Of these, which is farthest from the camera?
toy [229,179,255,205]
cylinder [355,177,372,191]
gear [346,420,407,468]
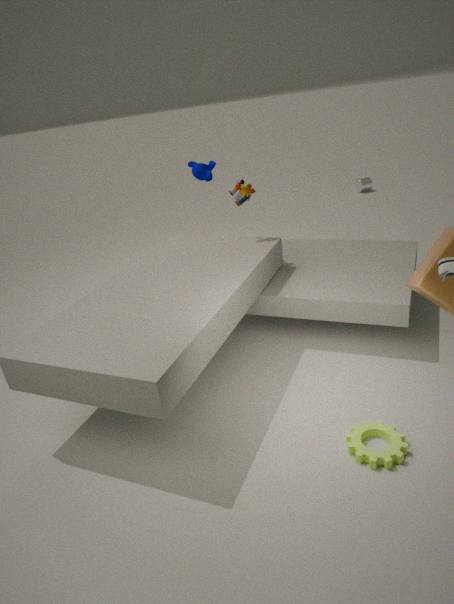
cylinder [355,177,372,191]
